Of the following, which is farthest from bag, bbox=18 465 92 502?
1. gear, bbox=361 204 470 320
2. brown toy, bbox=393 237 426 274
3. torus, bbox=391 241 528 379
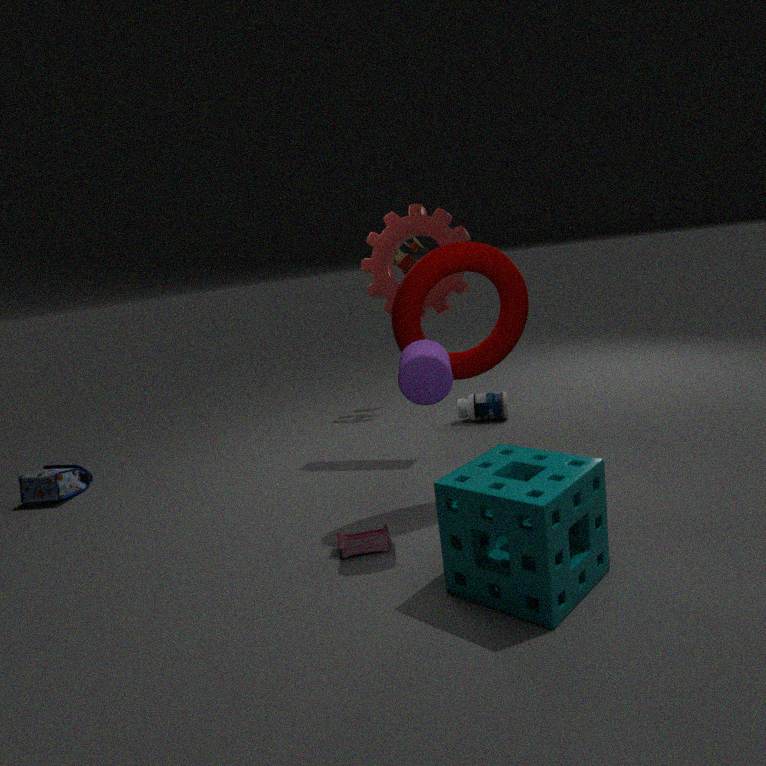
brown toy, bbox=393 237 426 274
